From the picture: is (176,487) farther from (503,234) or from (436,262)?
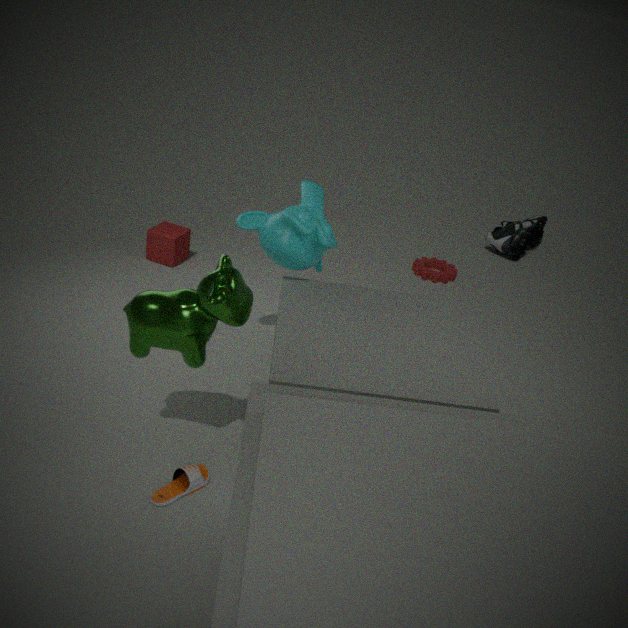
(503,234)
